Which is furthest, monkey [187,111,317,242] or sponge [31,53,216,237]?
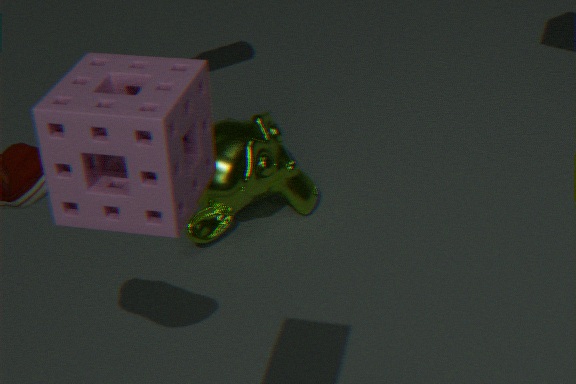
monkey [187,111,317,242]
